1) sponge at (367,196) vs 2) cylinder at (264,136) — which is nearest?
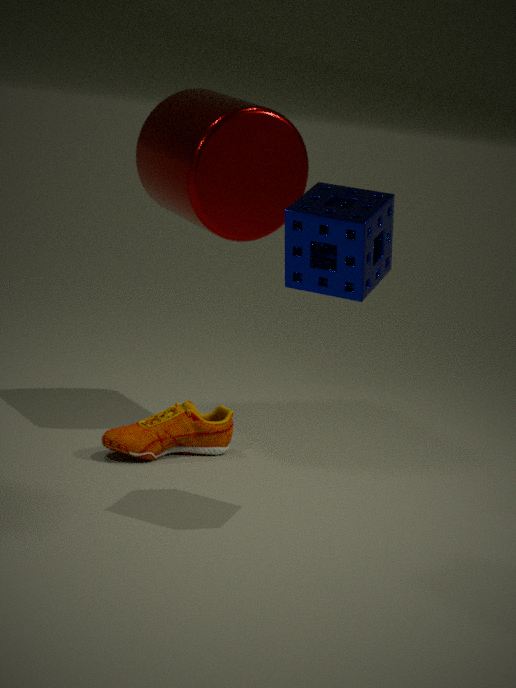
1. sponge at (367,196)
